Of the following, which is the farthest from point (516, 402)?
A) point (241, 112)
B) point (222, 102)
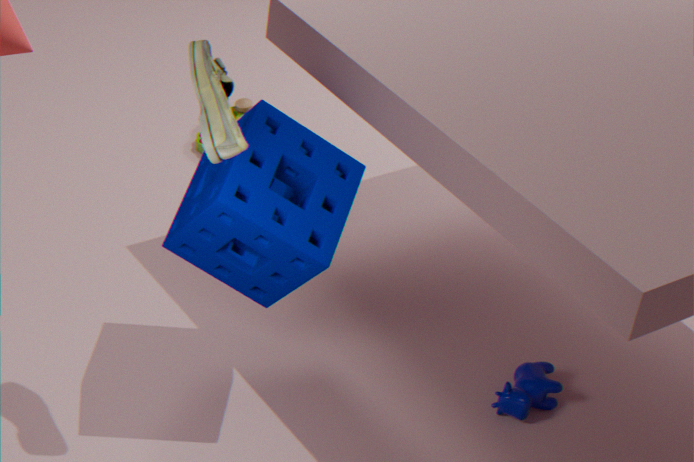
point (241, 112)
